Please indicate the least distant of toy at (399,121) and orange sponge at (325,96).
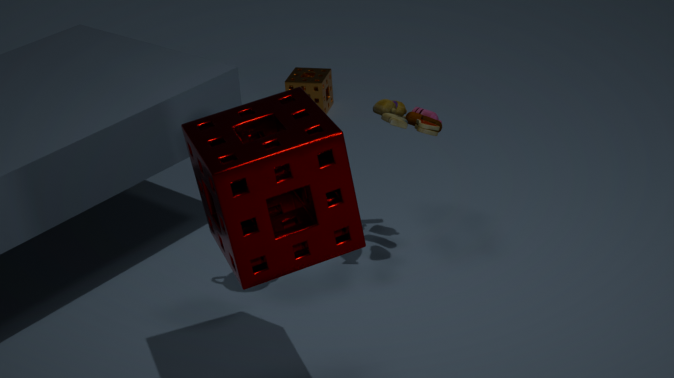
toy at (399,121)
